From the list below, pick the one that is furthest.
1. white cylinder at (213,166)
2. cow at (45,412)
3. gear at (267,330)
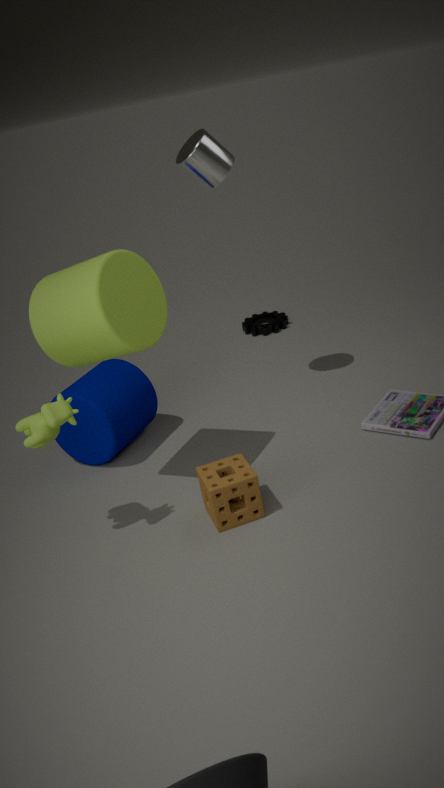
gear at (267,330)
